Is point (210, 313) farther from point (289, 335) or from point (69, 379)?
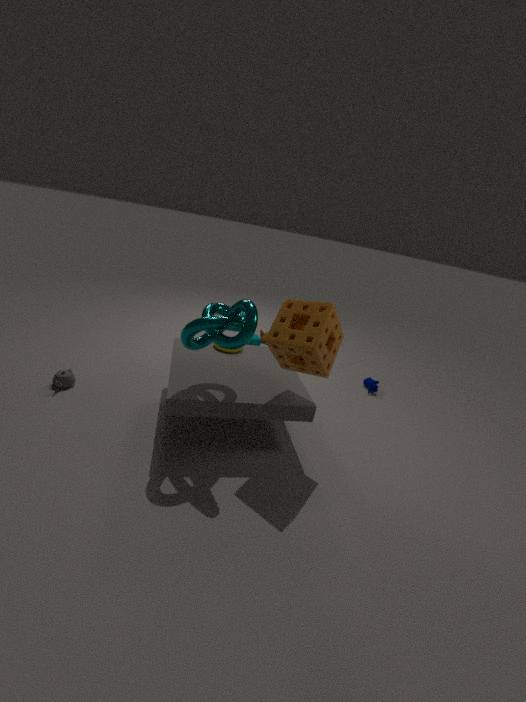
point (69, 379)
